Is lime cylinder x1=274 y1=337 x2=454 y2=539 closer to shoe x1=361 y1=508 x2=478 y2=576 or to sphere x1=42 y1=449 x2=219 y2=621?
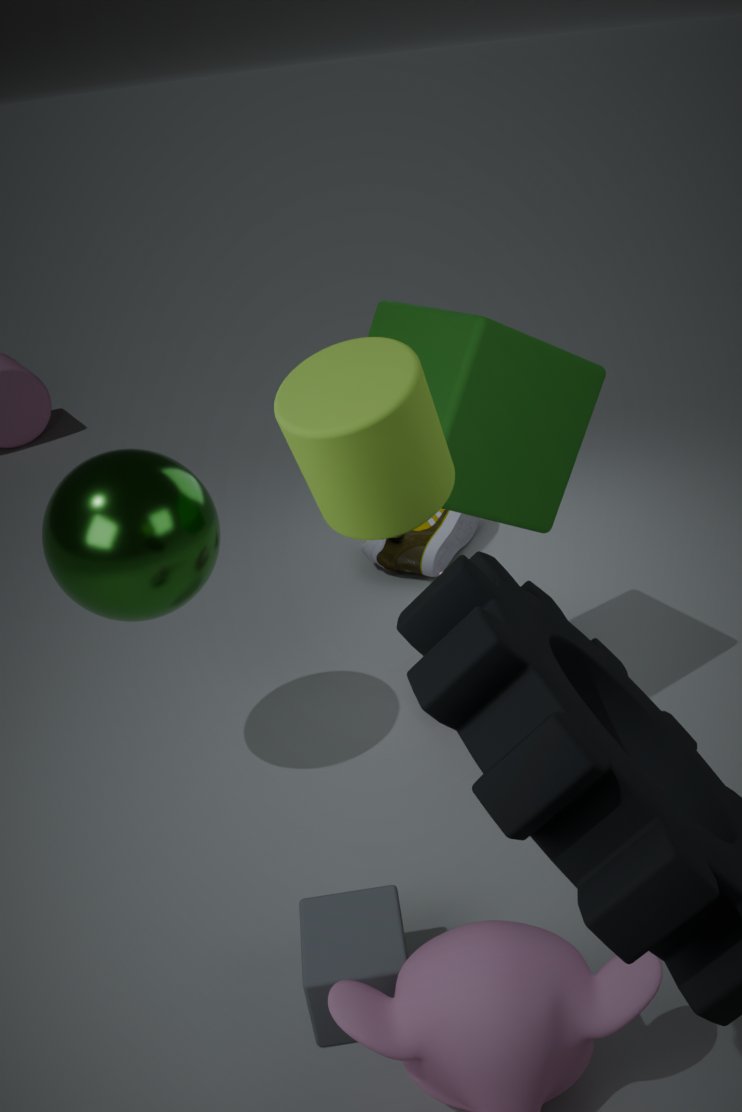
sphere x1=42 y1=449 x2=219 y2=621
